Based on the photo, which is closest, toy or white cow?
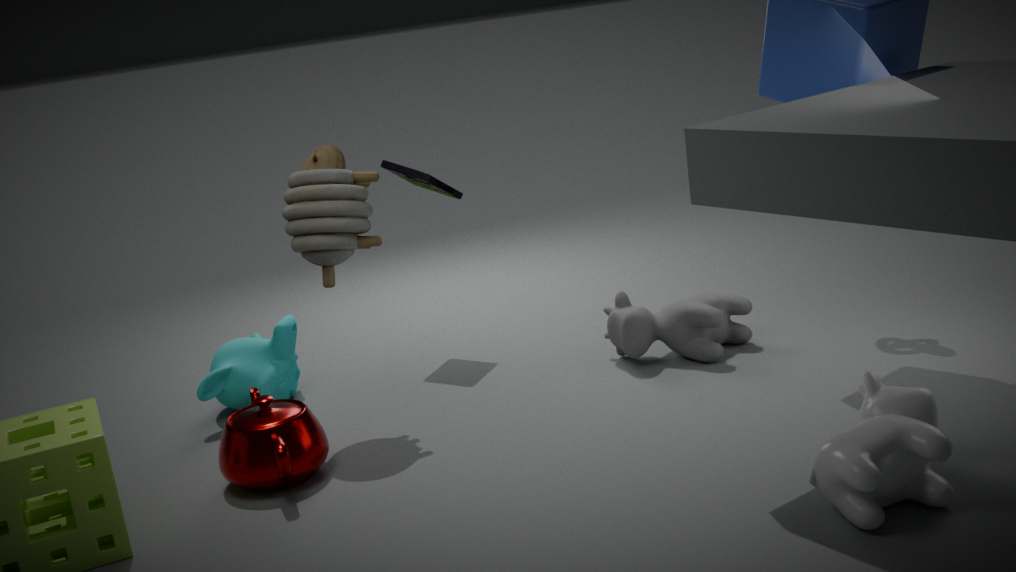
white cow
